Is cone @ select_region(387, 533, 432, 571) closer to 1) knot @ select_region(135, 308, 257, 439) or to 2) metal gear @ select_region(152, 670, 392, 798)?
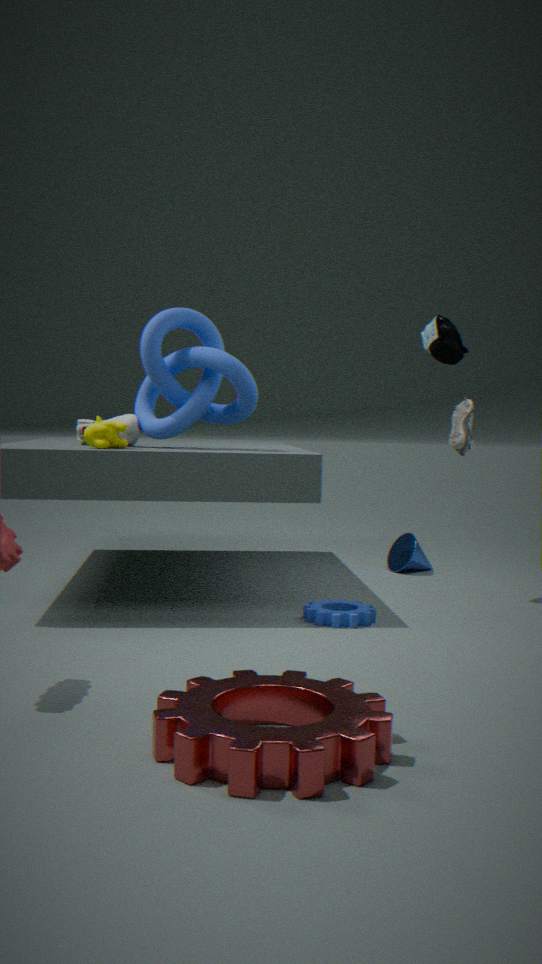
1) knot @ select_region(135, 308, 257, 439)
